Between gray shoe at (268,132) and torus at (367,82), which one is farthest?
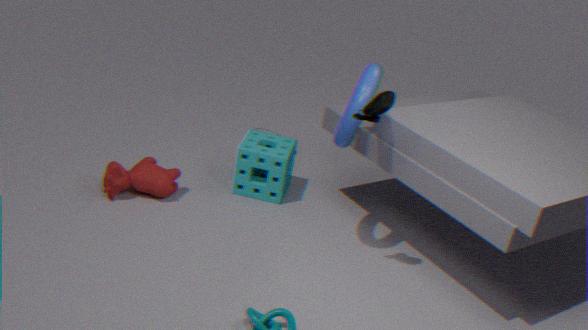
gray shoe at (268,132)
